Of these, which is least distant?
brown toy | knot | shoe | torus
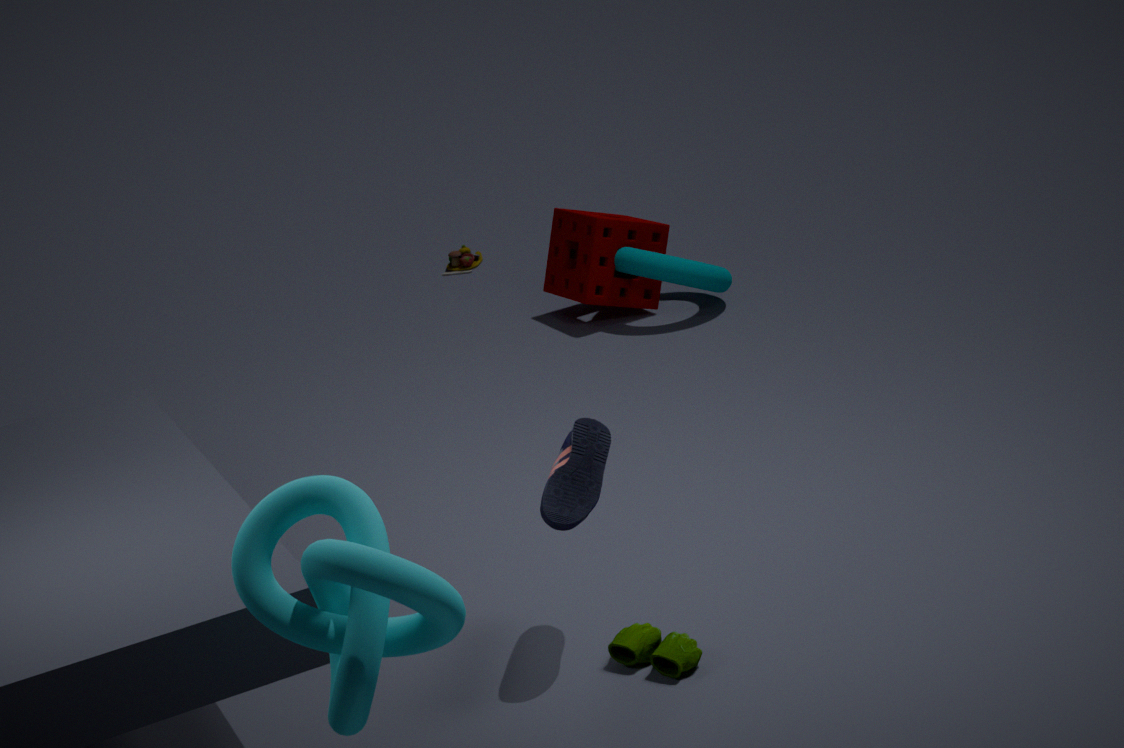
knot
